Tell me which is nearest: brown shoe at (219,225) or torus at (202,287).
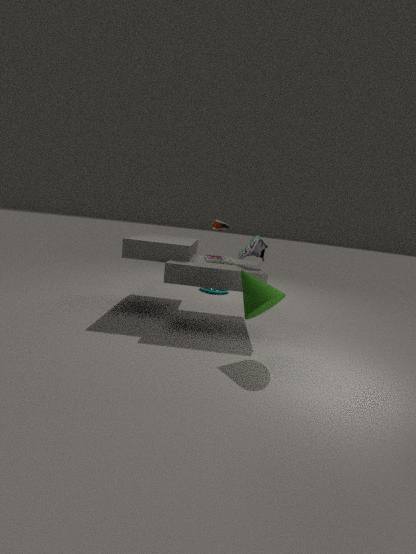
brown shoe at (219,225)
